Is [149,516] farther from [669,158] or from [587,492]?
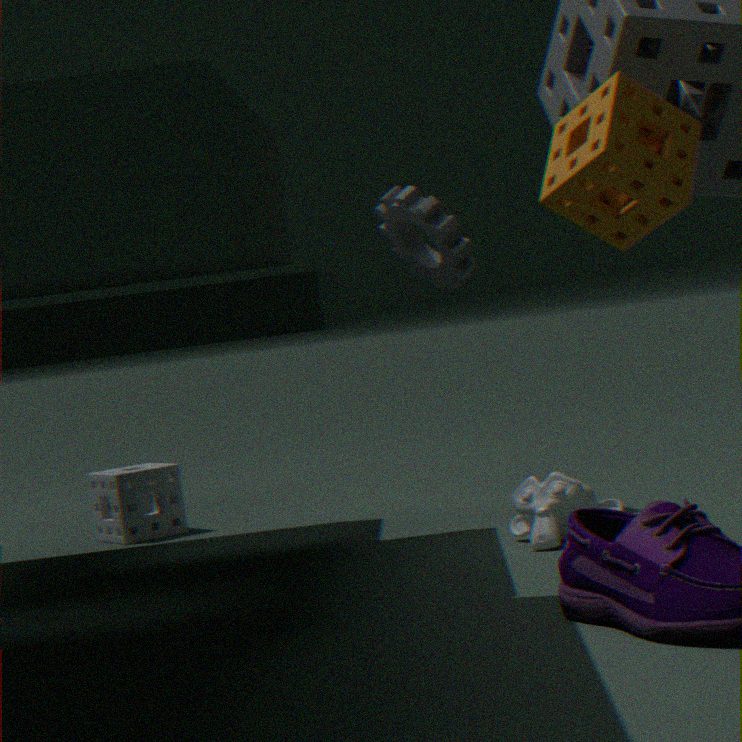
[669,158]
